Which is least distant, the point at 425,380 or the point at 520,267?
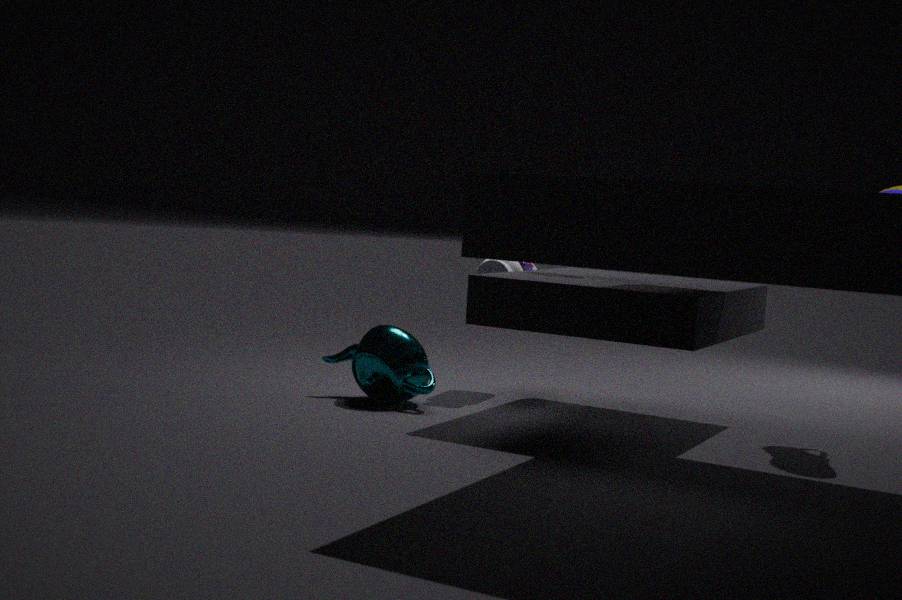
the point at 425,380
